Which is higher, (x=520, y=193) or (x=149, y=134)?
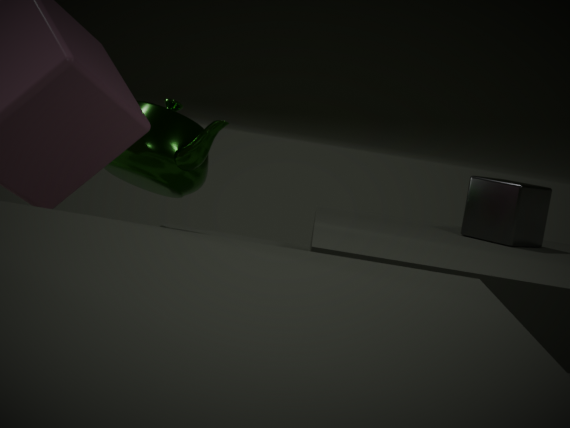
(x=149, y=134)
